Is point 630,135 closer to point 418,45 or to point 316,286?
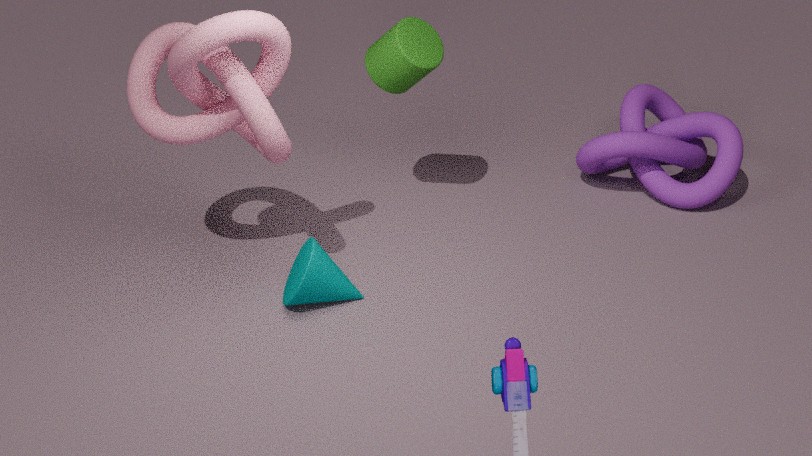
point 418,45
